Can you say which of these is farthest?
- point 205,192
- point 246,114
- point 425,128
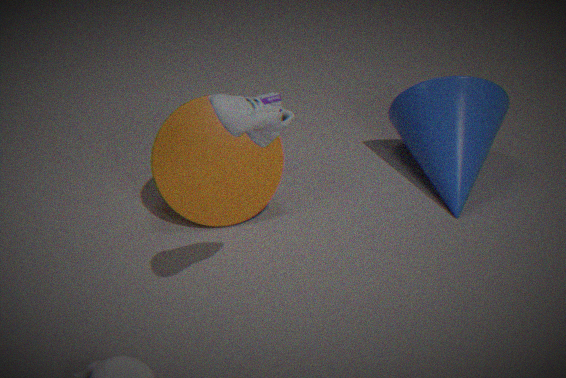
point 425,128
